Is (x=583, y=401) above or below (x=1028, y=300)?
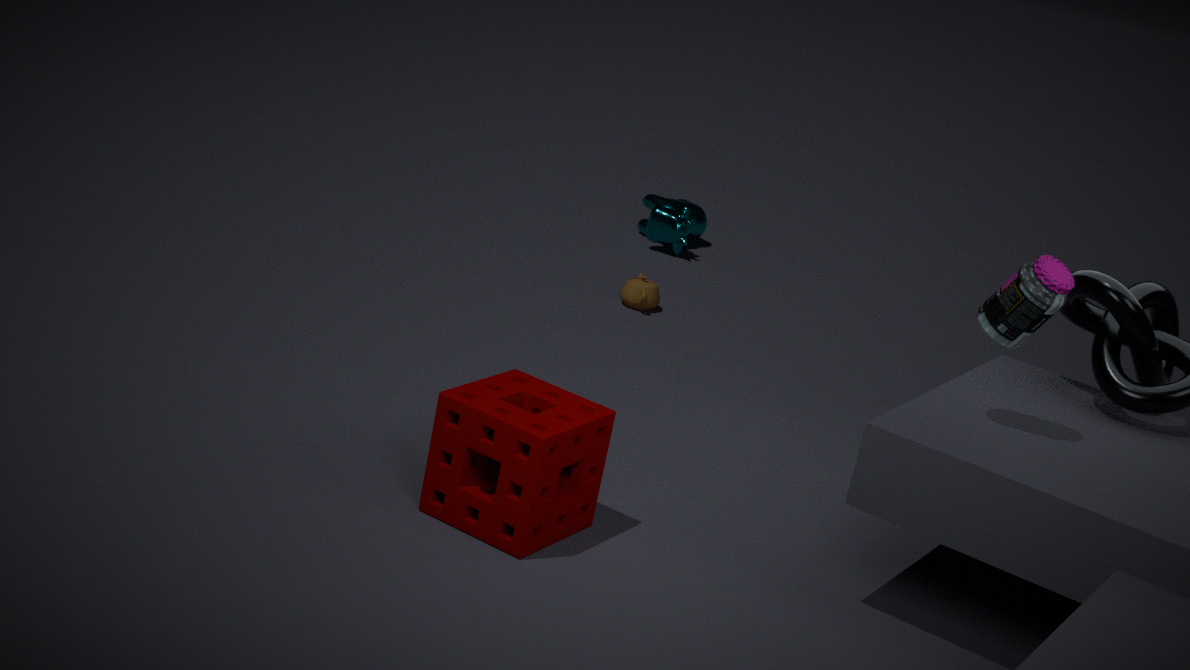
below
